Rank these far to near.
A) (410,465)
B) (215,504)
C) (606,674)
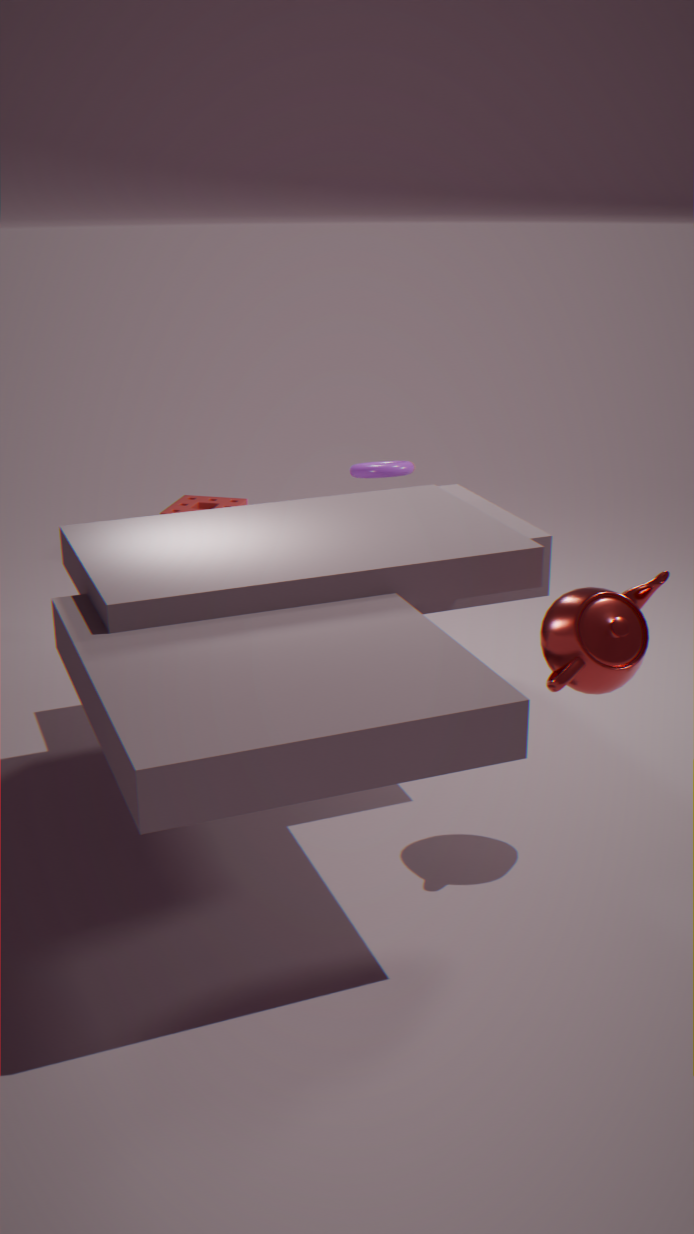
1. (215,504)
2. (410,465)
3. (606,674)
